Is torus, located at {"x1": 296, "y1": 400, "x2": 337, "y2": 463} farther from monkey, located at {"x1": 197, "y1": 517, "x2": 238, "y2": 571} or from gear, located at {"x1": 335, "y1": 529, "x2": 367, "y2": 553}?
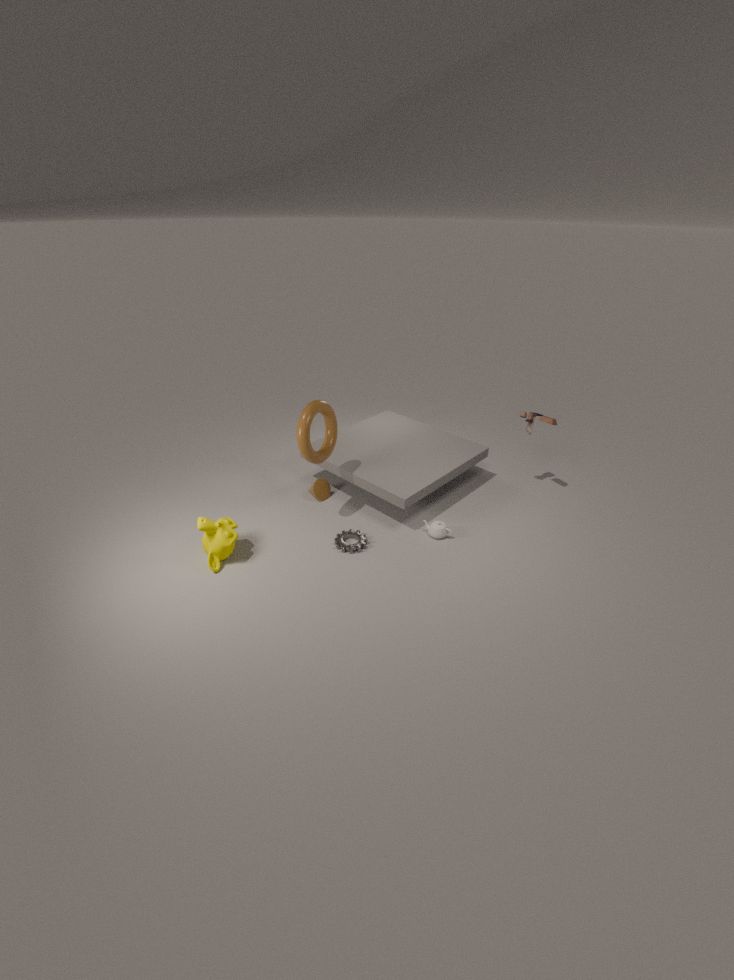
monkey, located at {"x1": 197, "y1": 517, "x2": 238, "y2": 571}
